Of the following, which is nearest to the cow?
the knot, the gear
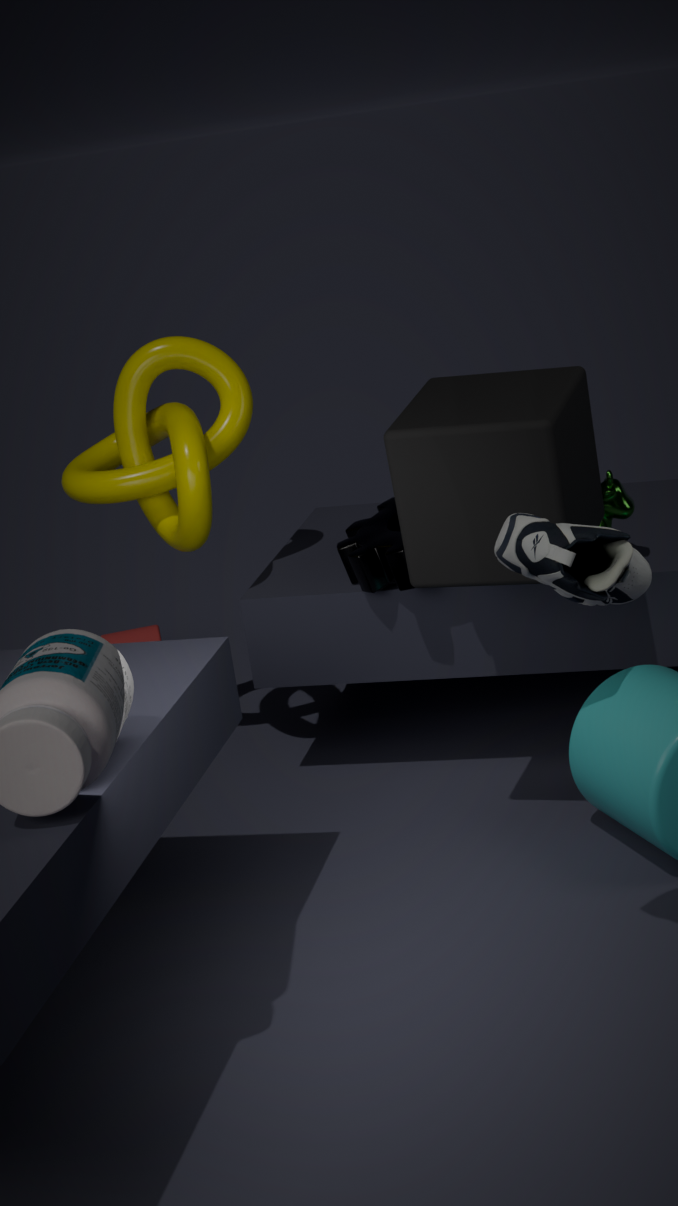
the gear
